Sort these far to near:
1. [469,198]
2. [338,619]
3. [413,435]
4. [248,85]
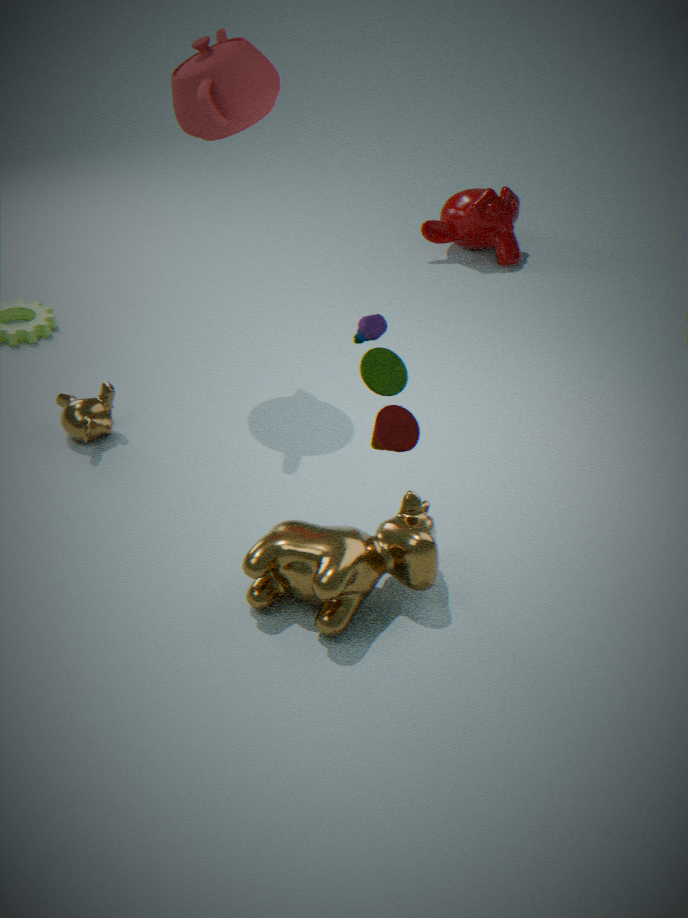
[469,198]
[248,85]
[338,619]
[413,435]
